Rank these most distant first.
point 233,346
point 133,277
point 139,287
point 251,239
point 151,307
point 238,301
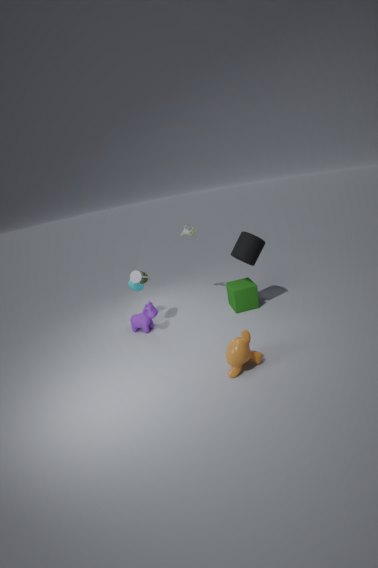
point 139,287, point 238,301, point 151,307, point 133,277, point 251,239, point 233,346
